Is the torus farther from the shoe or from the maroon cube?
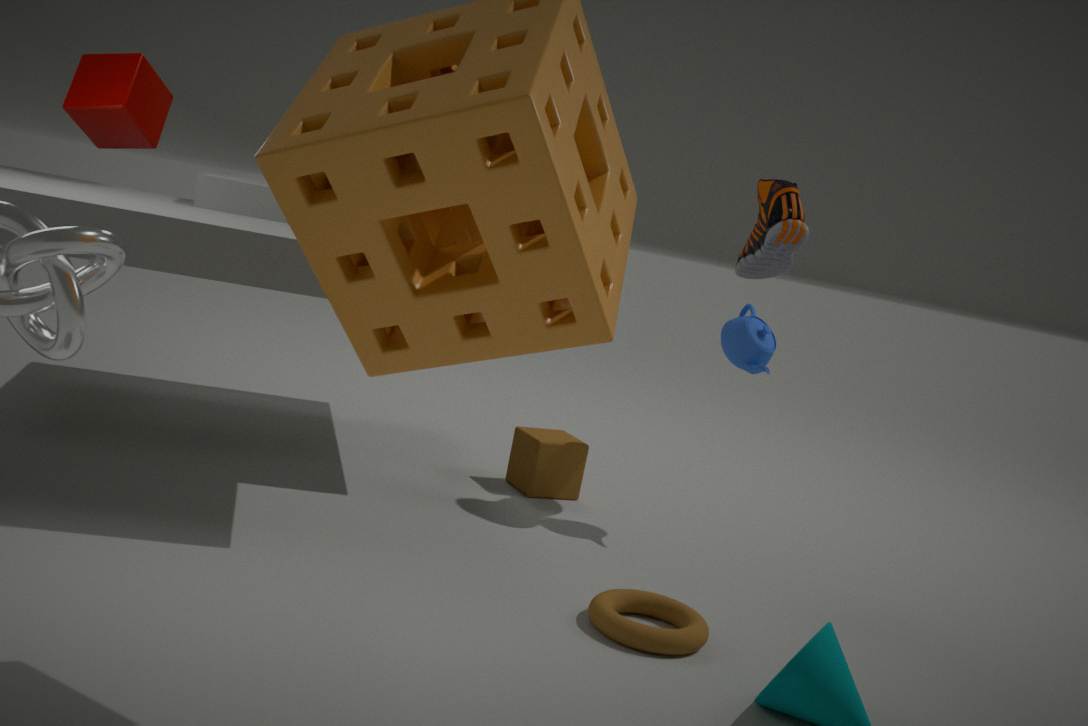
the maroon cube
